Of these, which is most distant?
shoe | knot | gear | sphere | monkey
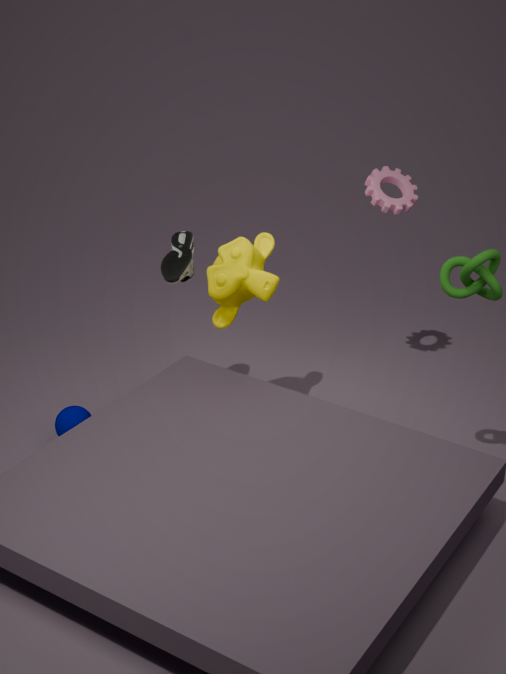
gear
